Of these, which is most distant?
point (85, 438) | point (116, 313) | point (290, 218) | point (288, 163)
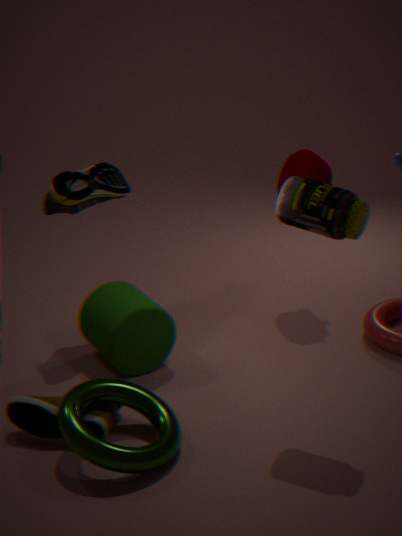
point (288, 163)
